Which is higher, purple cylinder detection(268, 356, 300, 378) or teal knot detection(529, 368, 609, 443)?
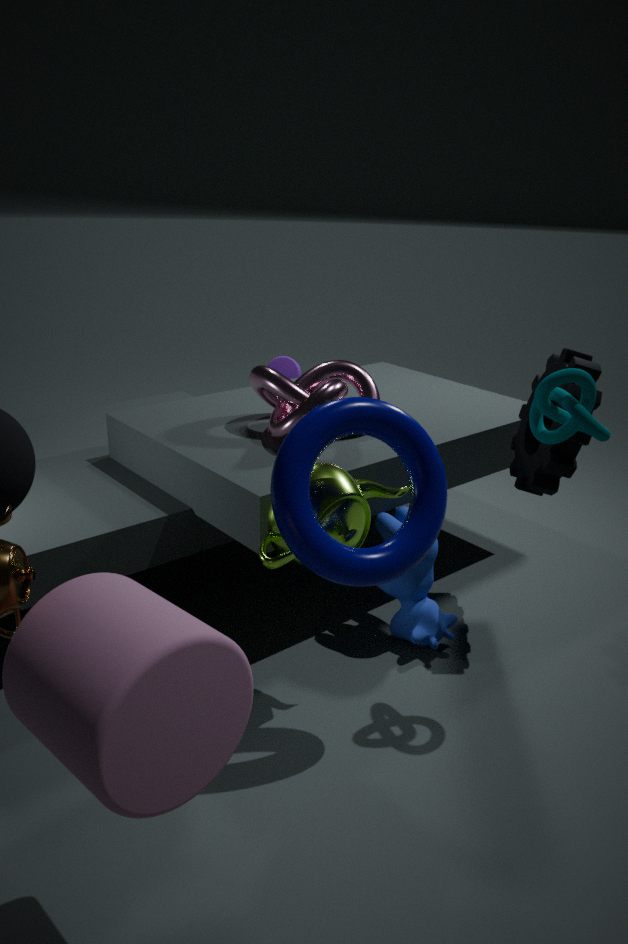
teal knot detection(529, 368, 609, 443)
